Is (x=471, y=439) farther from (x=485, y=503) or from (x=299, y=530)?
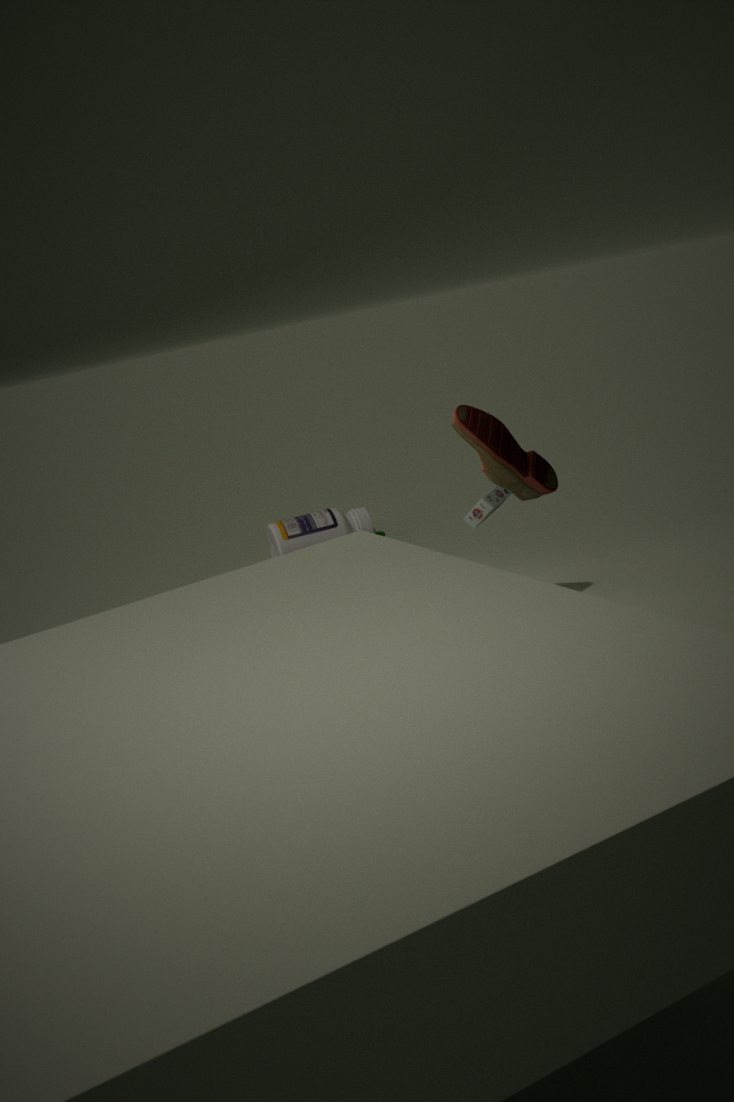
(x=299, y=530)
